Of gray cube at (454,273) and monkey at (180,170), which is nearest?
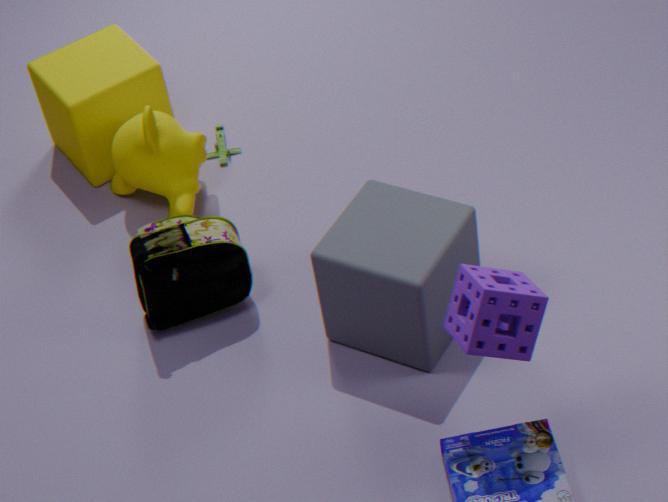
gray cube at (454,273)
